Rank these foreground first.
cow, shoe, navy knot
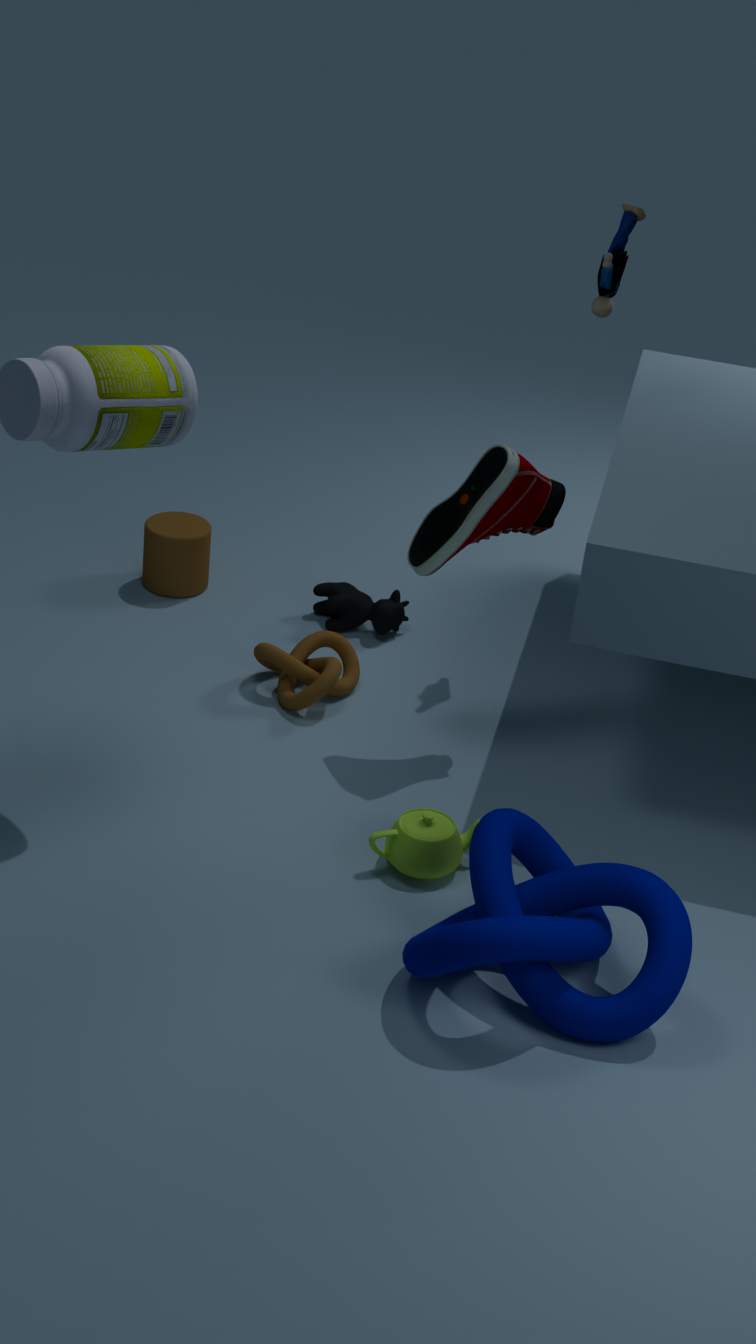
navy knot
shoe
cow
